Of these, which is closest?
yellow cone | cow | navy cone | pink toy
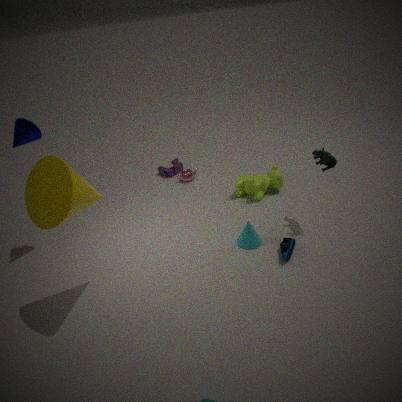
yellow cone
